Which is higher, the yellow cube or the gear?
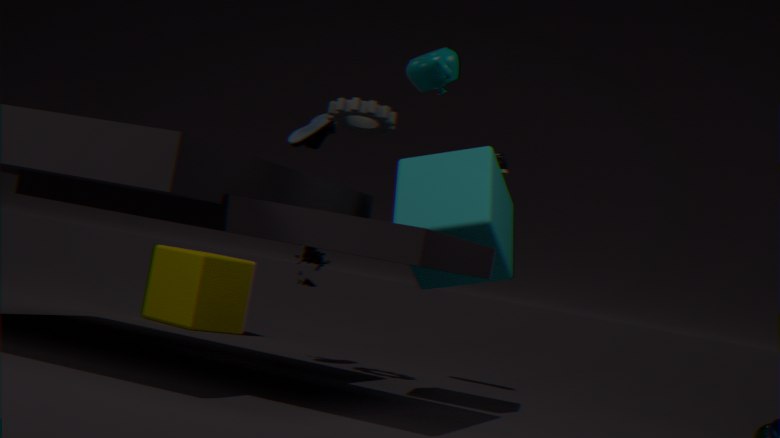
the gear
